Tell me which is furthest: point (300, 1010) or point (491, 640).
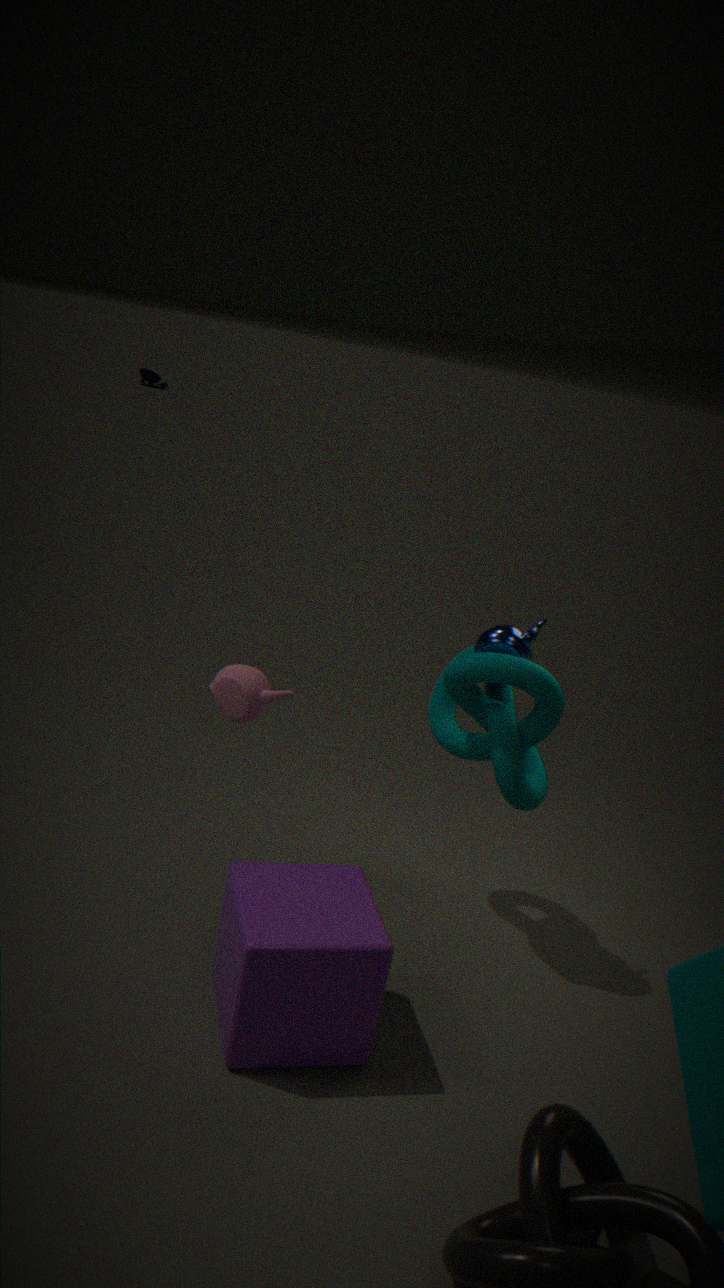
point (491, 640)
